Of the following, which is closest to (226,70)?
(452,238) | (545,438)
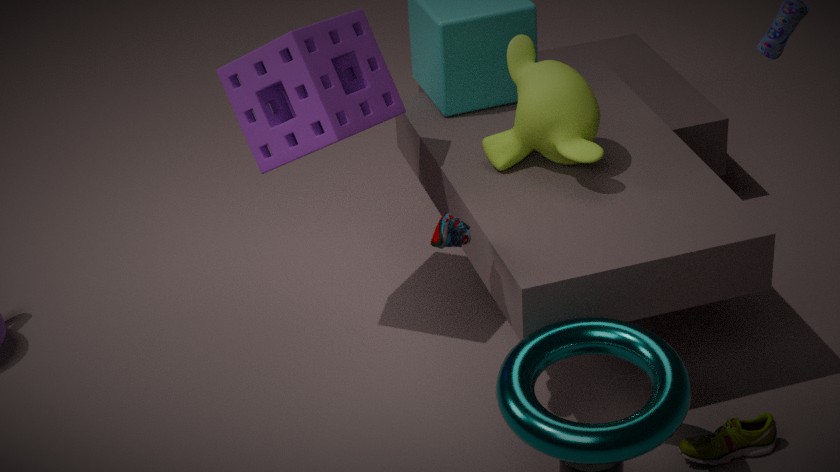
(452,238)
